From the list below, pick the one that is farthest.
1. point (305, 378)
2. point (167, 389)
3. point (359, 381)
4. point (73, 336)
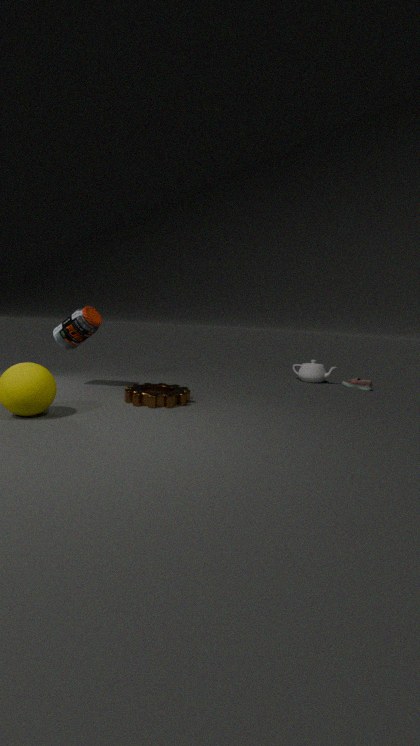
point (305, 378)
